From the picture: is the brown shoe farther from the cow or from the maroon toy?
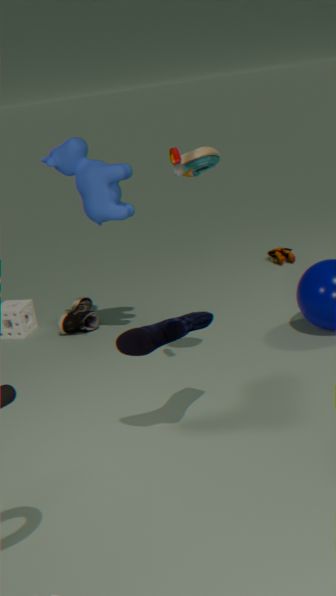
the maroon toy
